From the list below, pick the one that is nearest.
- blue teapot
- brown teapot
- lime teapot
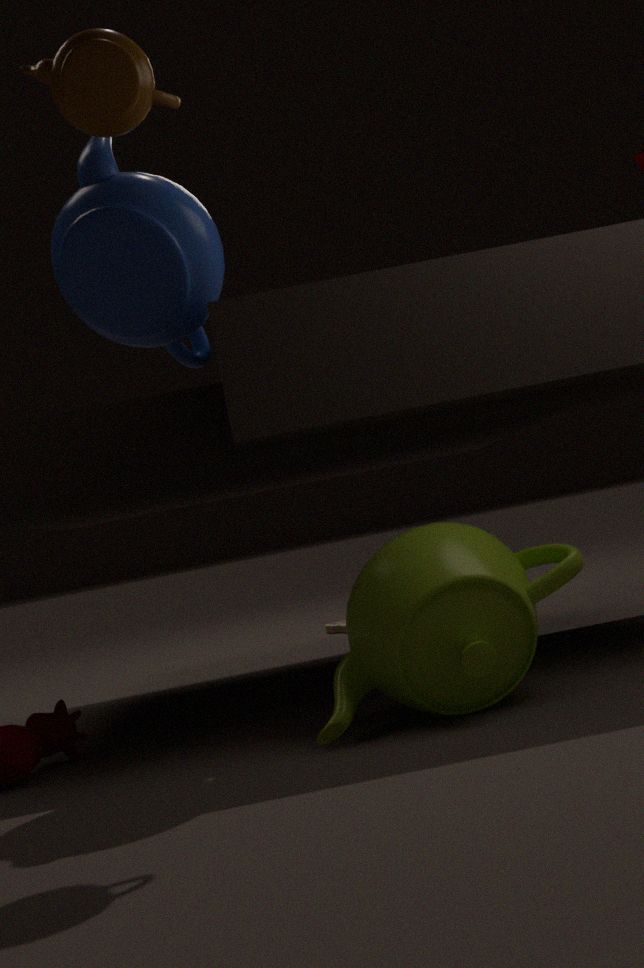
brown teapot
